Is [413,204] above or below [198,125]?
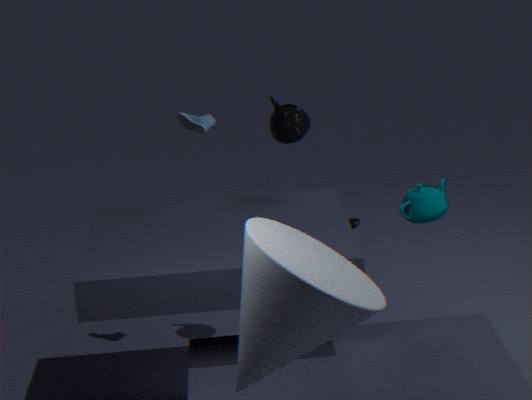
below
